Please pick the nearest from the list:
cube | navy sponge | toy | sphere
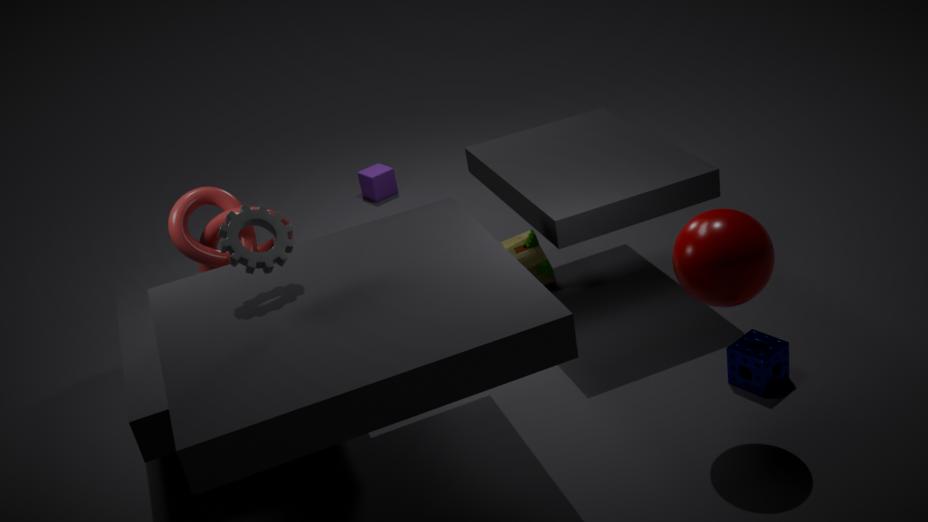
sphere
